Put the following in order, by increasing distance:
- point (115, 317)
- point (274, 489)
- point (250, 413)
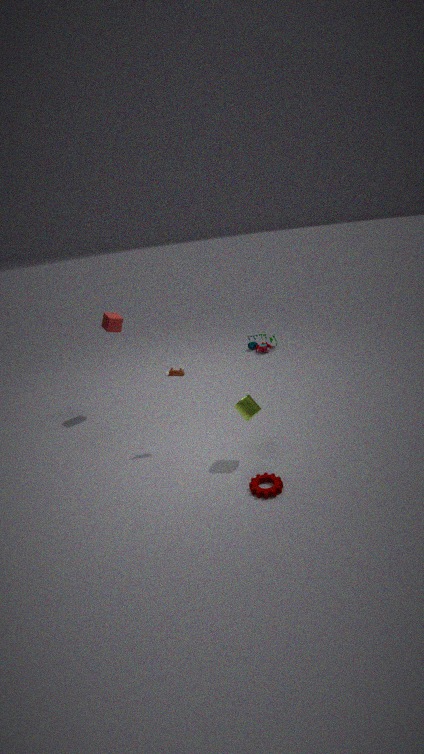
1. point (274, 489)
2. point (250, 413)
3. point (115, 317)
